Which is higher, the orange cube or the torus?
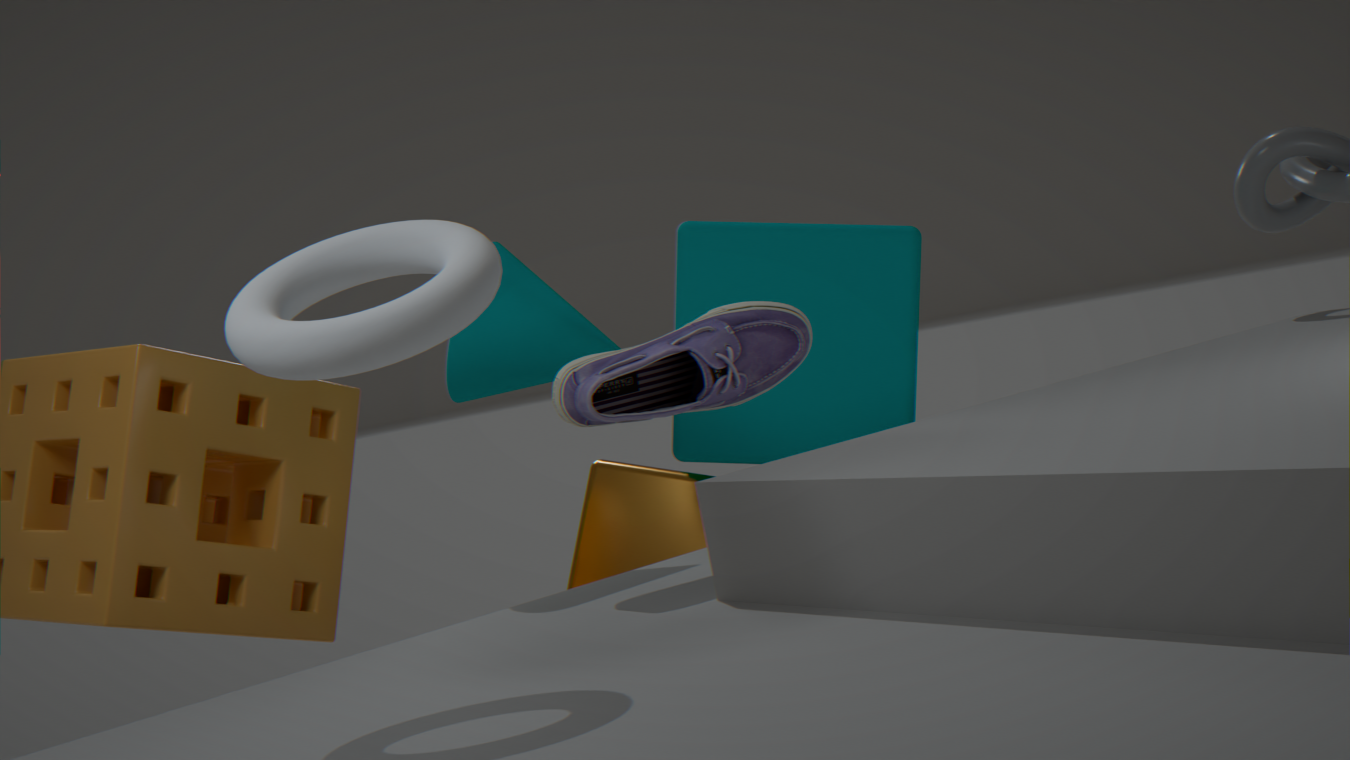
the torus
